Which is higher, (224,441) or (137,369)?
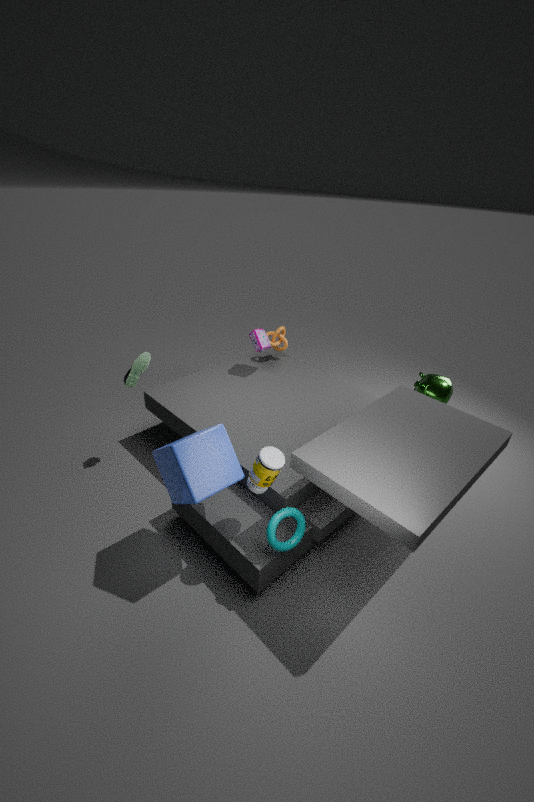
(137,369)
